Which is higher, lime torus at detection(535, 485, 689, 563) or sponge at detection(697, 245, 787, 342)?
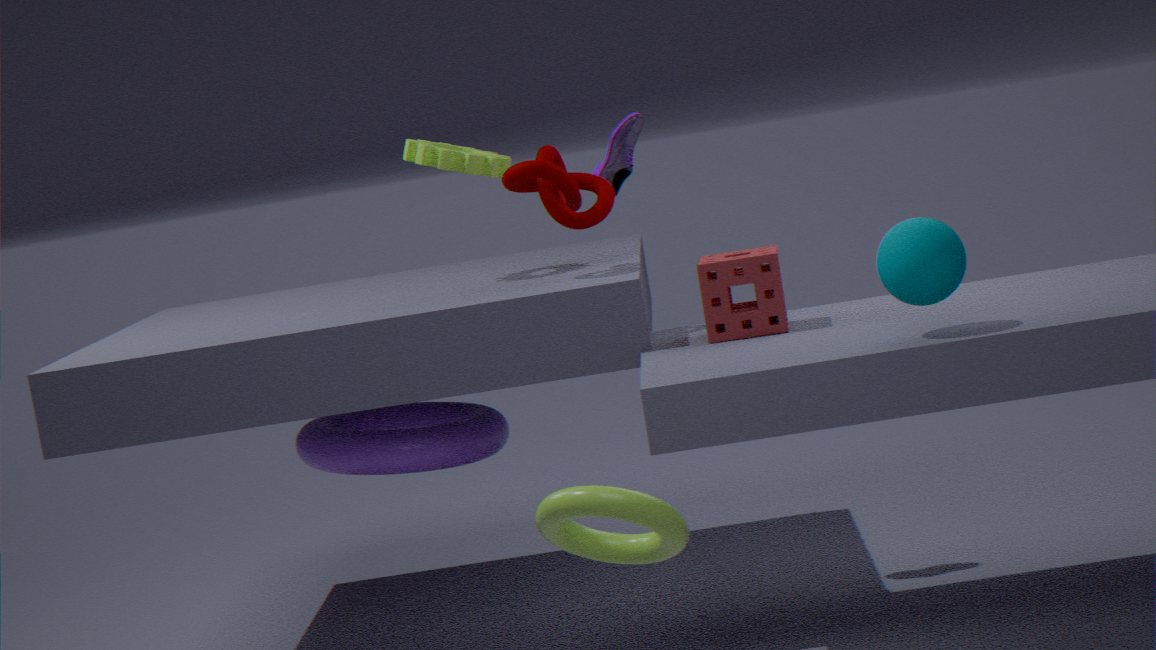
sponge at detection(697, 245, 787, 342)
